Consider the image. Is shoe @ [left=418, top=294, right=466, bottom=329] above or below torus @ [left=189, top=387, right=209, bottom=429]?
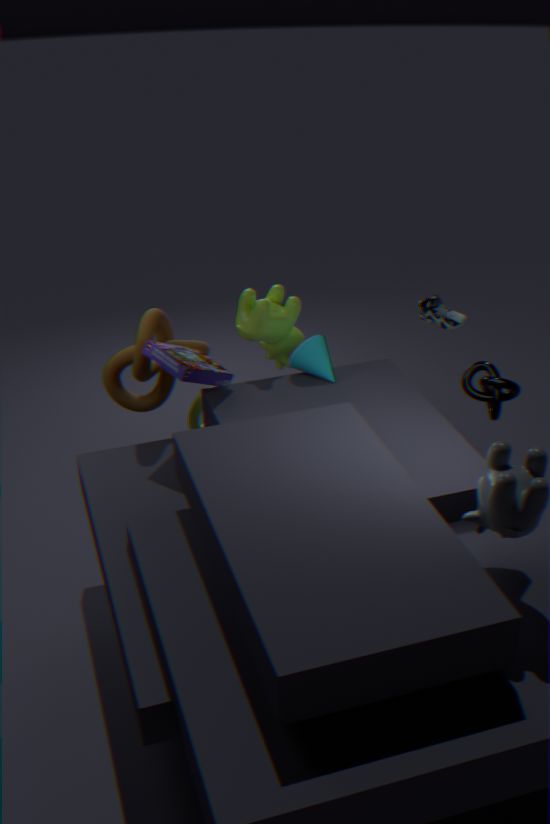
above
